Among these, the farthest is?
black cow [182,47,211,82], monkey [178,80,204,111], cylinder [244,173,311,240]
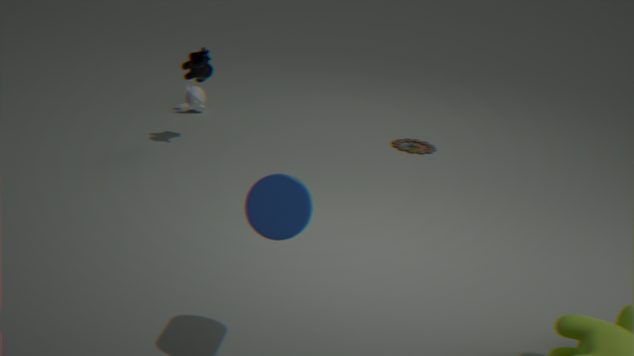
monkey [178,80,204,111]
